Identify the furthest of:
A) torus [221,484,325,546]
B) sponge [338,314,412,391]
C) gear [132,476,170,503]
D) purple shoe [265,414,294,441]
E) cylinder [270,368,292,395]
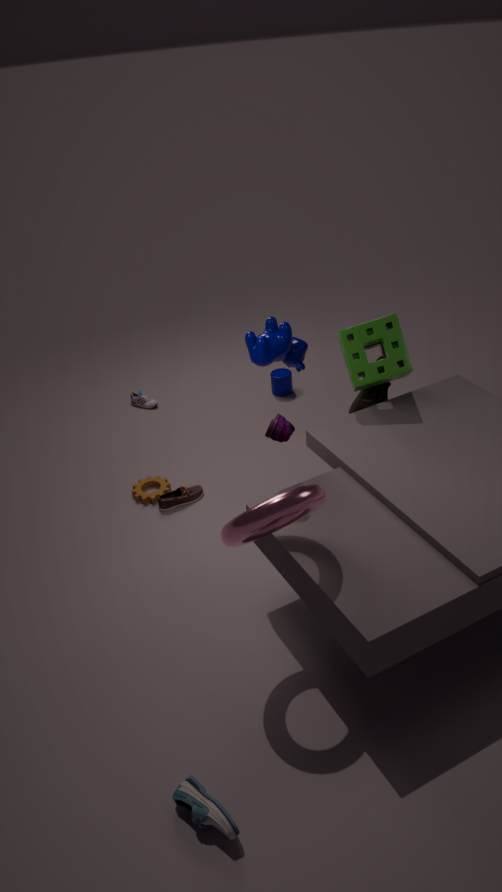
cylinder [270,368,292,395]
